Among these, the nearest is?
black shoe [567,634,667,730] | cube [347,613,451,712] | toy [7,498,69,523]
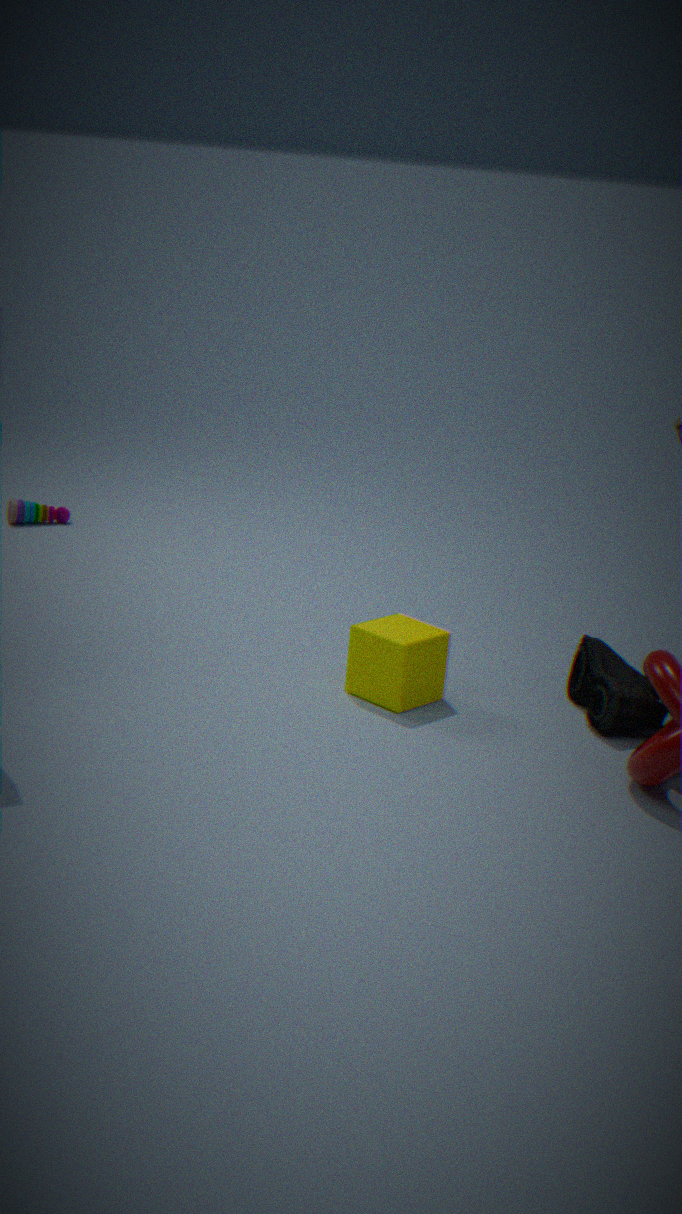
black shoe [567,634,667,730]
